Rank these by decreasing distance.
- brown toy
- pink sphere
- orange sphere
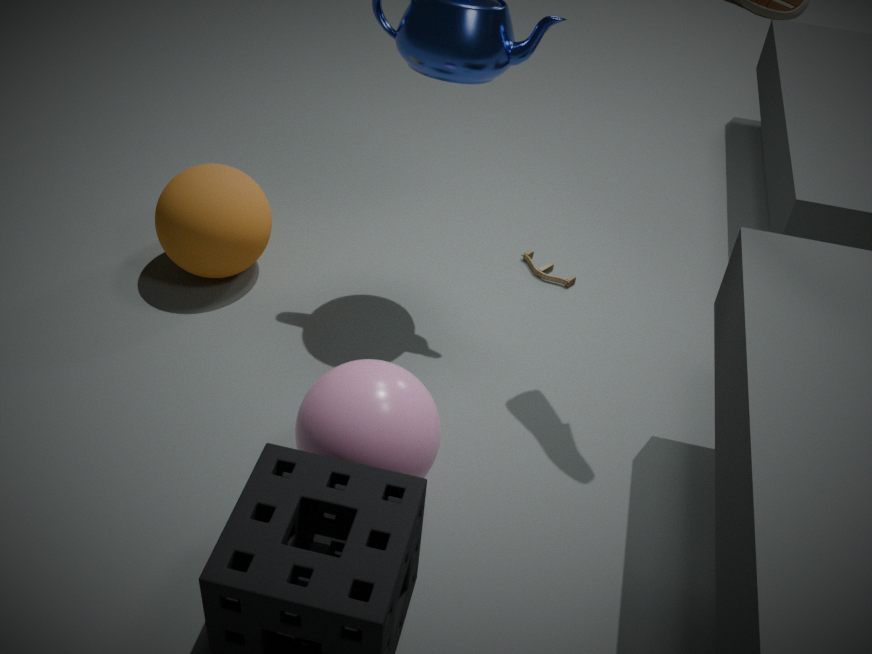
brown toy, orange sphere, pink sphere
